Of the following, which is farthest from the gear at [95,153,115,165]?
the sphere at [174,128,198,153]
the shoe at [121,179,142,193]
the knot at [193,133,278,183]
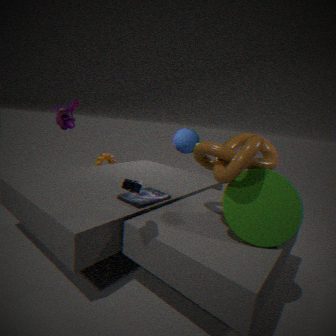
the shoe at [121,179,142,193]
